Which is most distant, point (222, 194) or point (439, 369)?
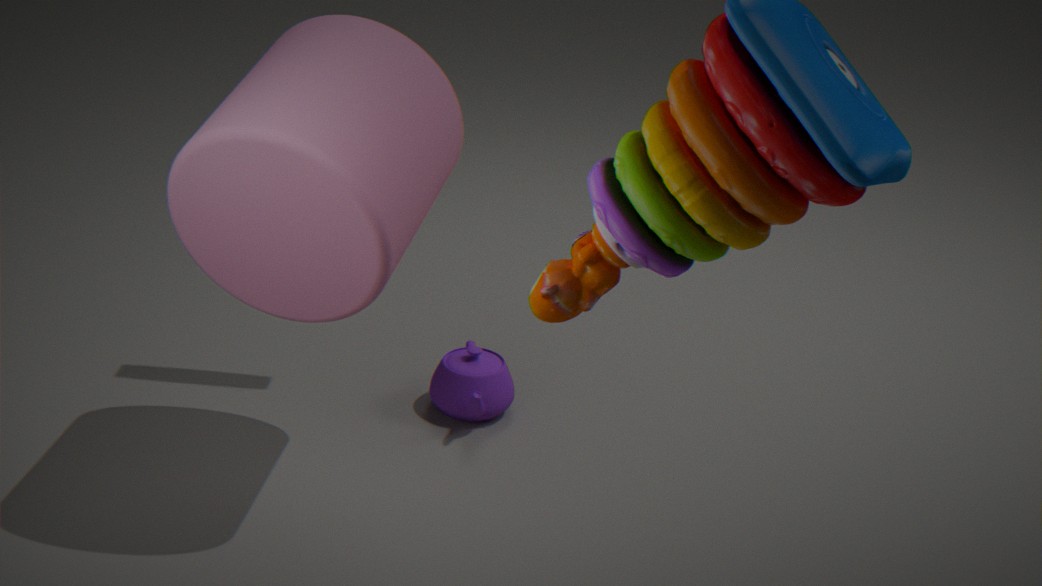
point (439, 369)
